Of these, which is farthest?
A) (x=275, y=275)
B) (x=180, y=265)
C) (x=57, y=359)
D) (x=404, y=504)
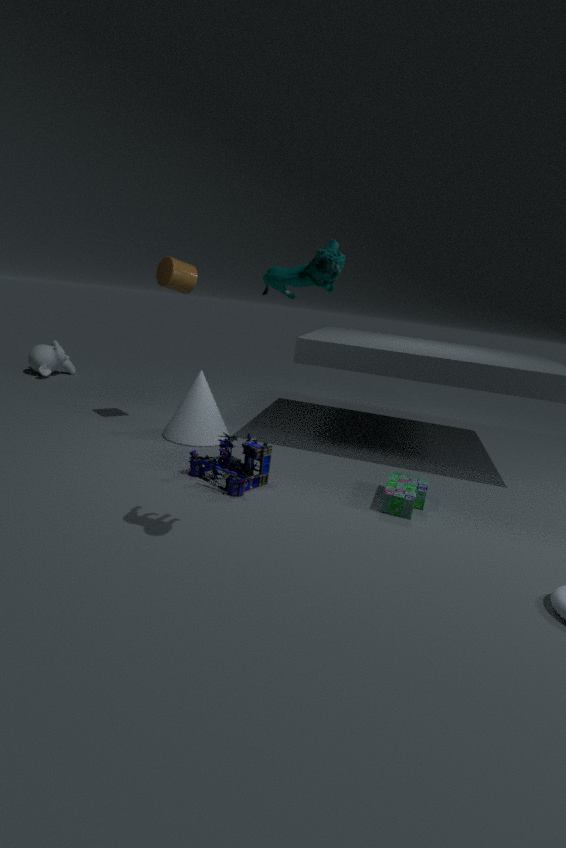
(x=57, y=359)
